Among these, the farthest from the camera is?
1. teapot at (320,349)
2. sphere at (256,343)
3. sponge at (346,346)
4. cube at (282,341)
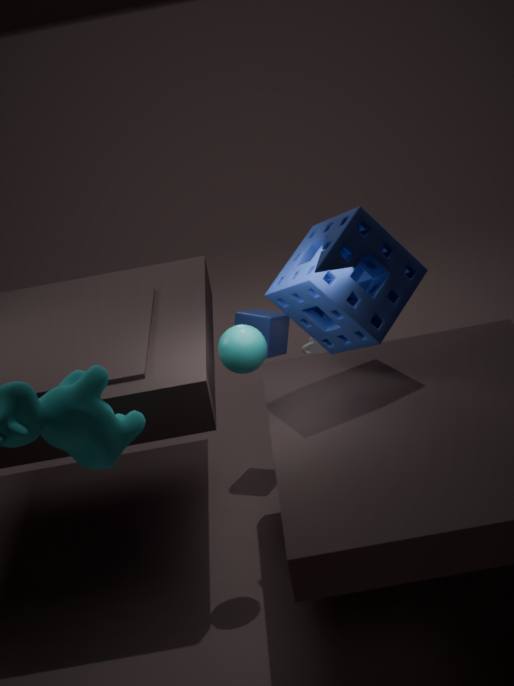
teapot at (320,349)
